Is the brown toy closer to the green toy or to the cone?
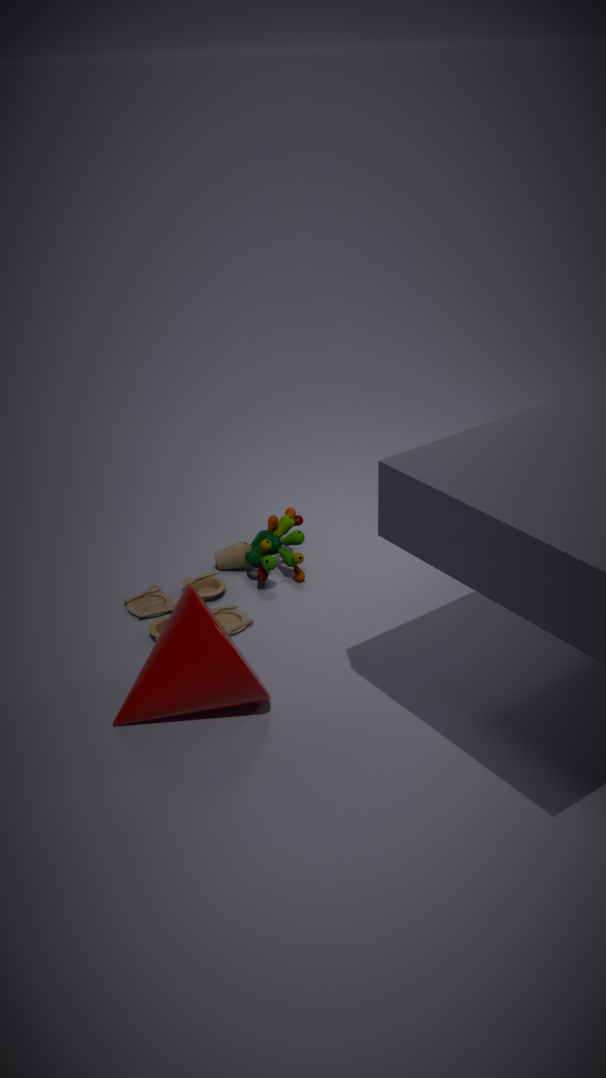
the green toy
